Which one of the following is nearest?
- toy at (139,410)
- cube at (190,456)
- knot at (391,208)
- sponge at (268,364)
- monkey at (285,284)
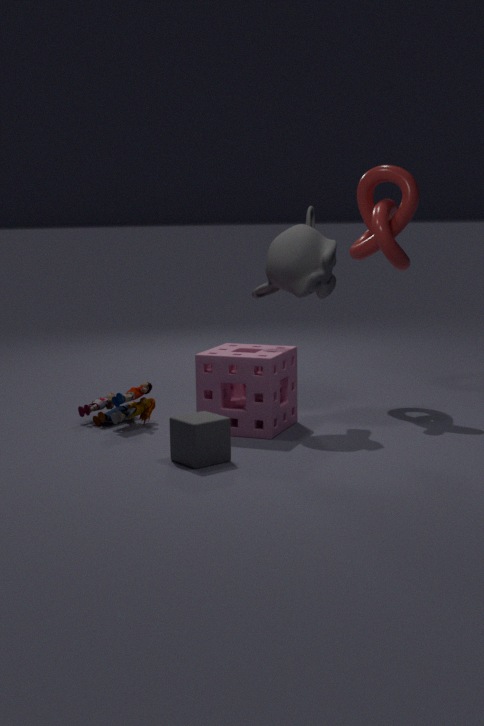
cube at (190,456)
